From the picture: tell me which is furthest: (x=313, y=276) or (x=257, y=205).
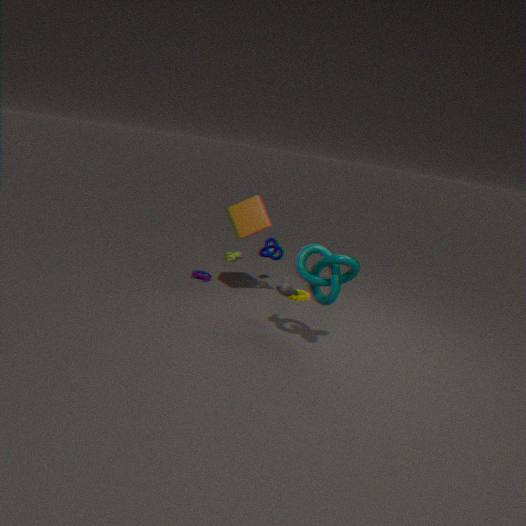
(x=257, y=205)
